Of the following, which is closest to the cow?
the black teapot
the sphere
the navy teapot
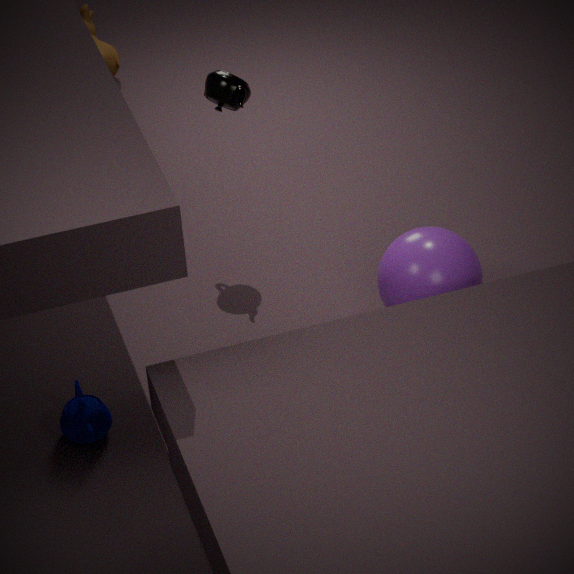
the black teapot
